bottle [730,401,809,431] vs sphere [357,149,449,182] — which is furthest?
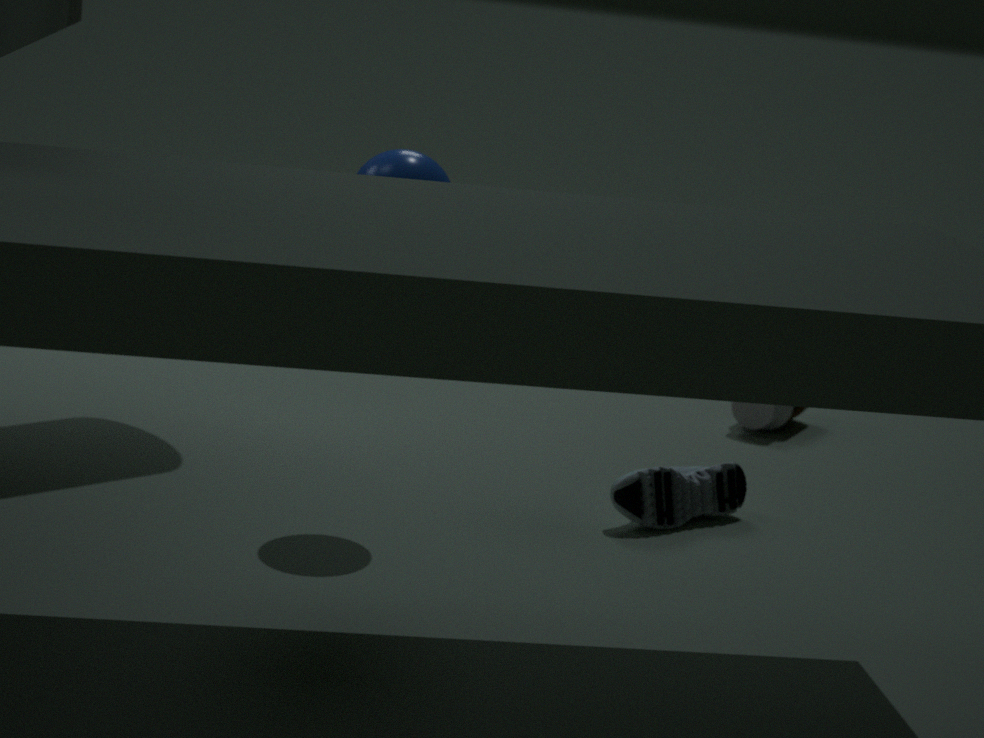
bottle [730,401,809,431]
